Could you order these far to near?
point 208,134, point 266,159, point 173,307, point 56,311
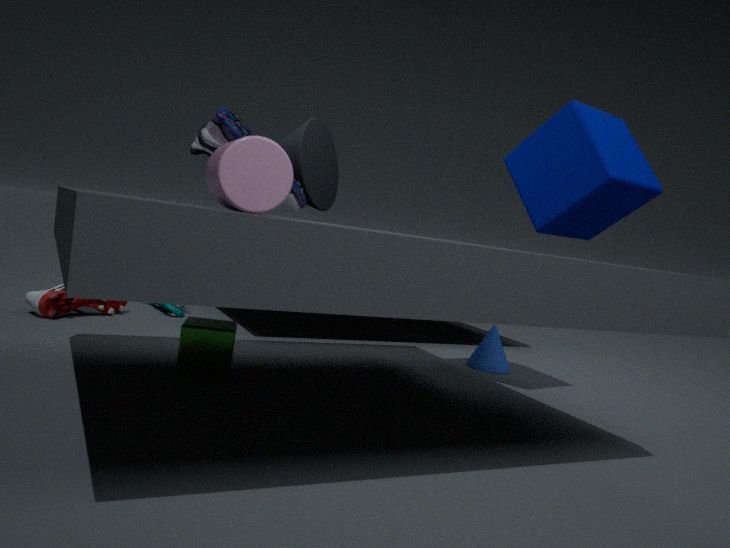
point 173,307 < point 56,311 < point 208,134 < point 266,159
